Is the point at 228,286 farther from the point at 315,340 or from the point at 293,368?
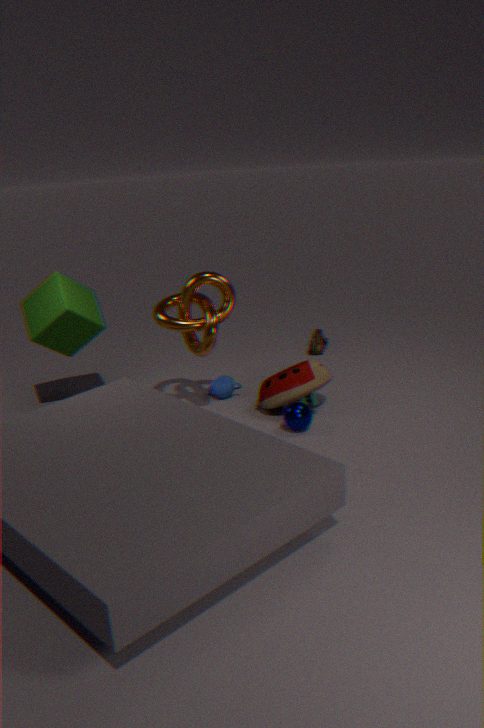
the point at 315,340
